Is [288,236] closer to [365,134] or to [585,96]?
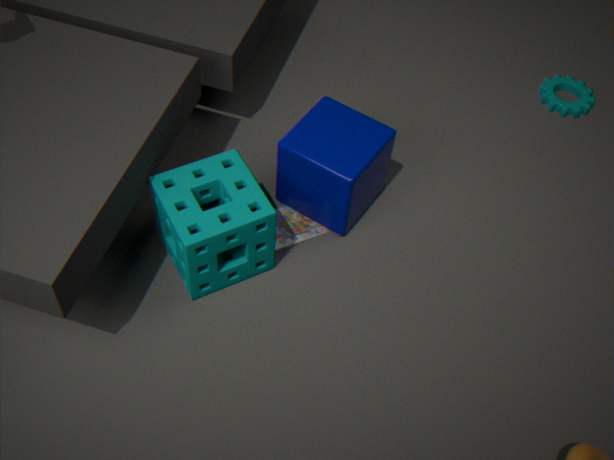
[365,134]
